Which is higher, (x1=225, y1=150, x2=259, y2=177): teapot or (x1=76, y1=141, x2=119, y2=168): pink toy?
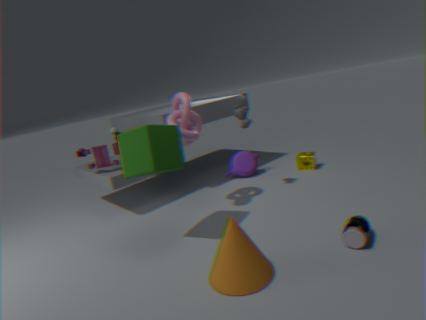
(x1=76, y1=141, x2=119, y2=168): pink toy
